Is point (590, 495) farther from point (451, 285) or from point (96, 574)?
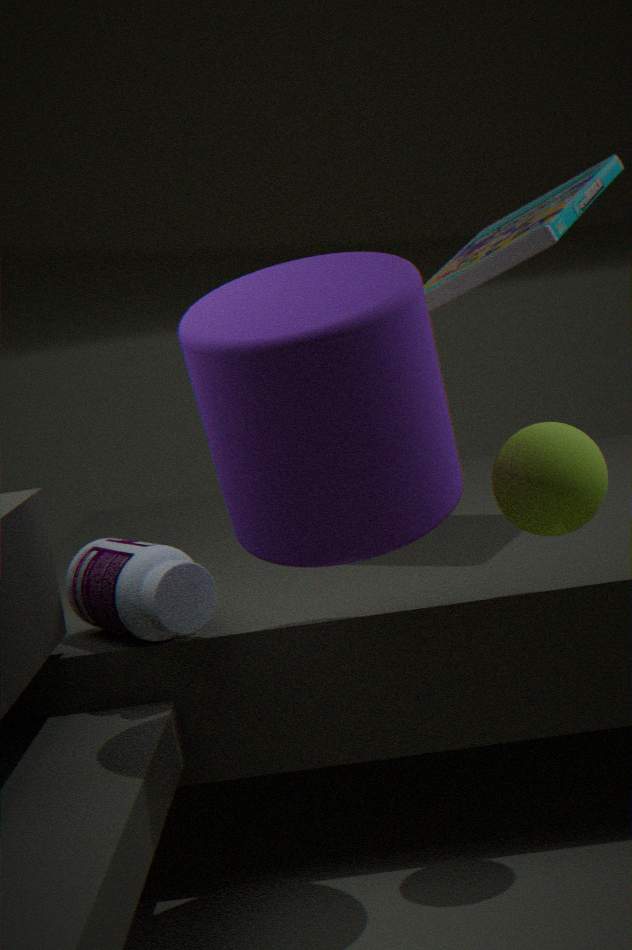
point (451, 285)
